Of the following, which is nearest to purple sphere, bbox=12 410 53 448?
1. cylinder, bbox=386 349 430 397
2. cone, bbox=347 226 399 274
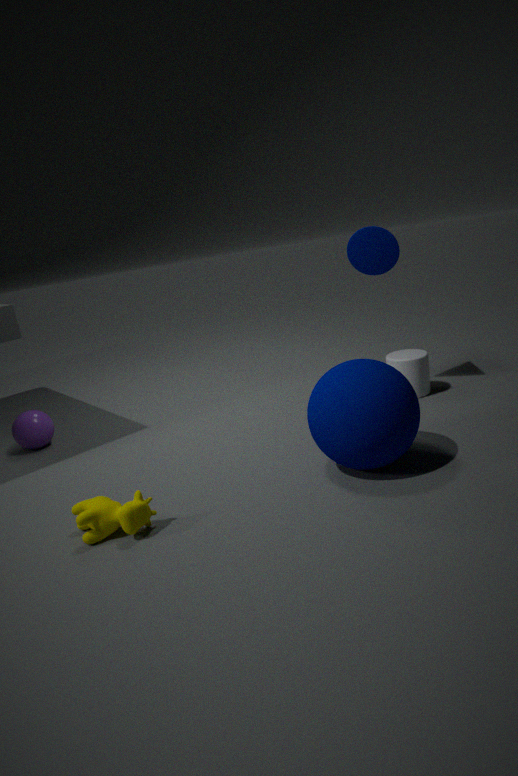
cone, bbox=347 226 399 274
